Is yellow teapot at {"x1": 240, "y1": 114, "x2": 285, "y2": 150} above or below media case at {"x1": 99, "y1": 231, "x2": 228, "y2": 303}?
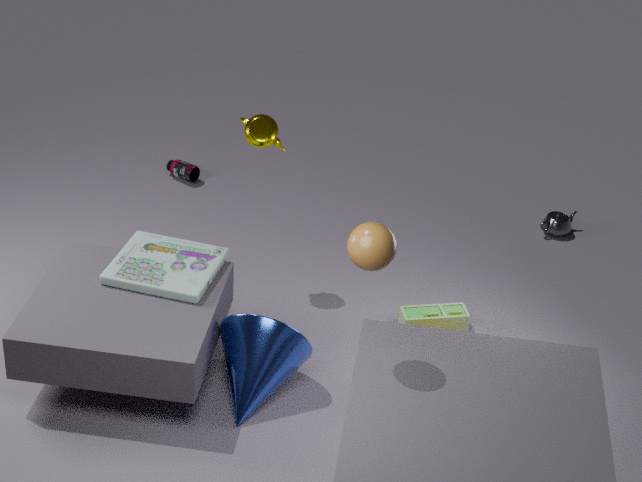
above
